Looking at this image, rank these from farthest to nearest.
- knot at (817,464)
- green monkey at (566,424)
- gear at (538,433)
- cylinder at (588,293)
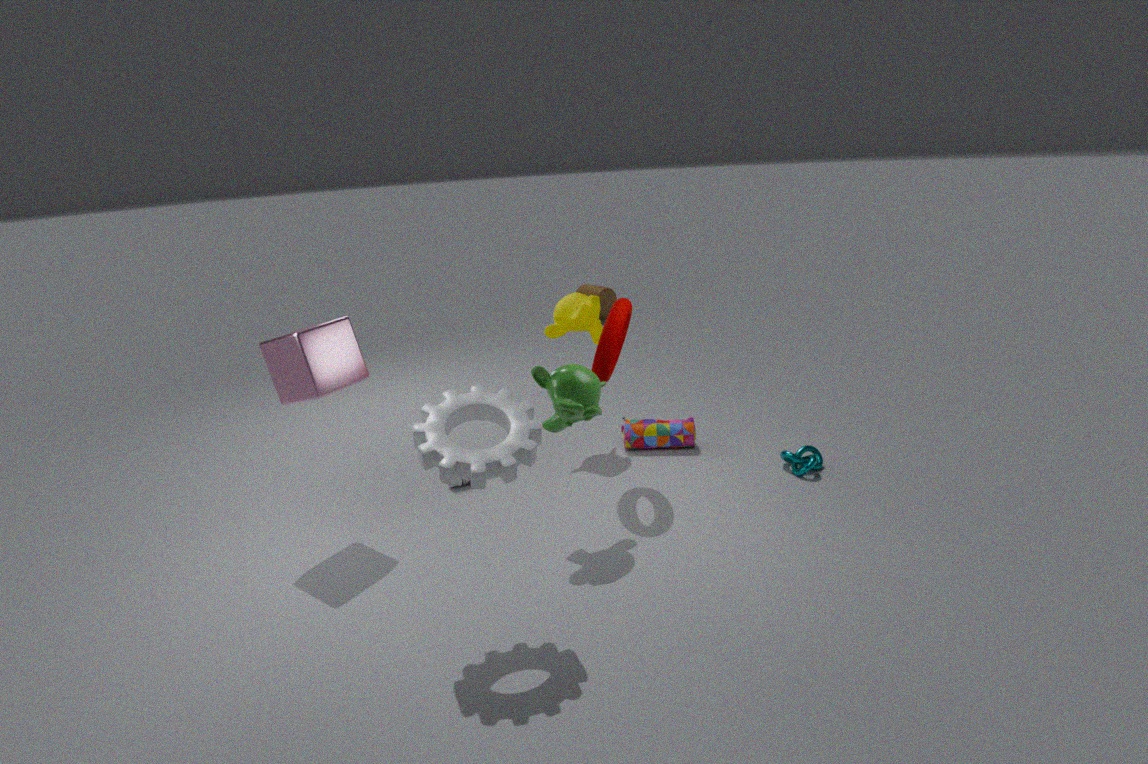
cylinder at (588,293)
knot at (817,464)
green monkey at (566,424)
gear at (538,433)
